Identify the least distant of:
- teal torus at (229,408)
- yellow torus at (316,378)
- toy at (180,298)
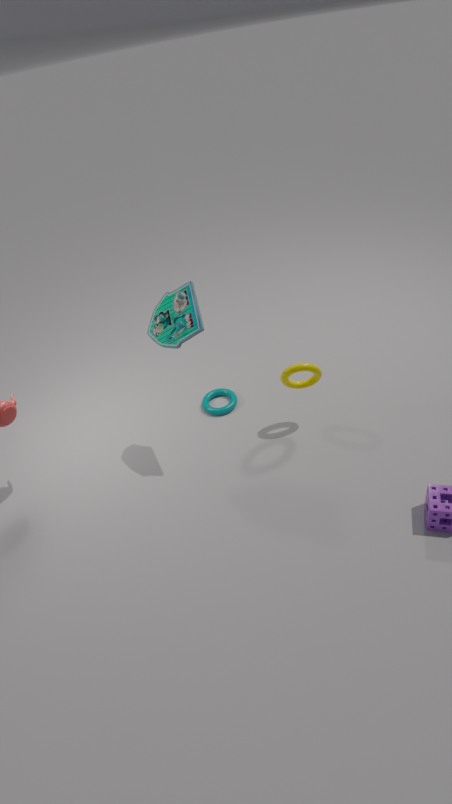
toy at (180,298)
